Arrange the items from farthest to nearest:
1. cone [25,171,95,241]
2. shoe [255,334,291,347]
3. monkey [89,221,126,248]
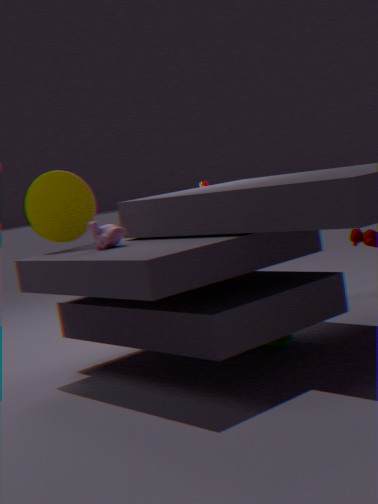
cone [25,171,95,241]
shoe [255,334,291,347]
monkey [89,221,126,248]
